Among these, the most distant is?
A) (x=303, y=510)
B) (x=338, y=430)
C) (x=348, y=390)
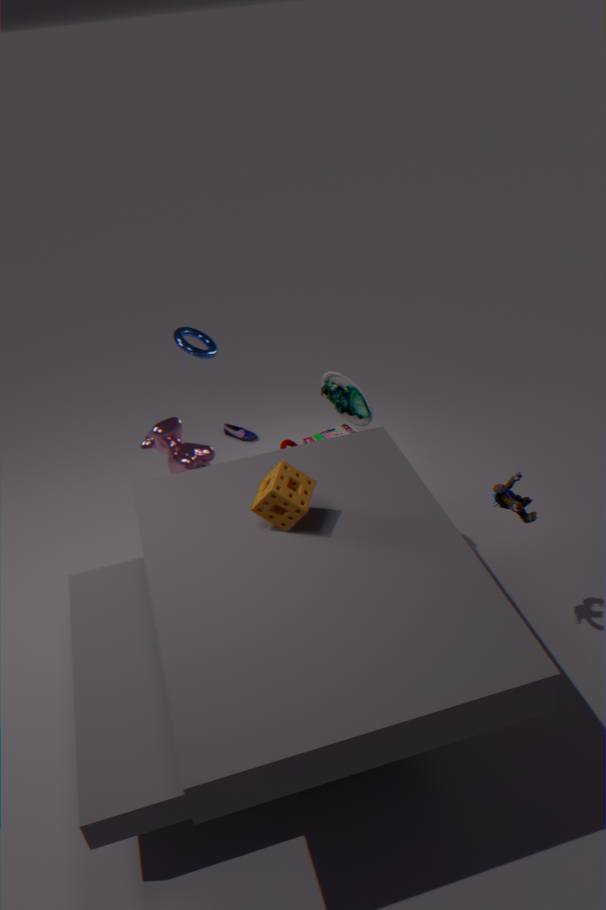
(x=338, y=430)
